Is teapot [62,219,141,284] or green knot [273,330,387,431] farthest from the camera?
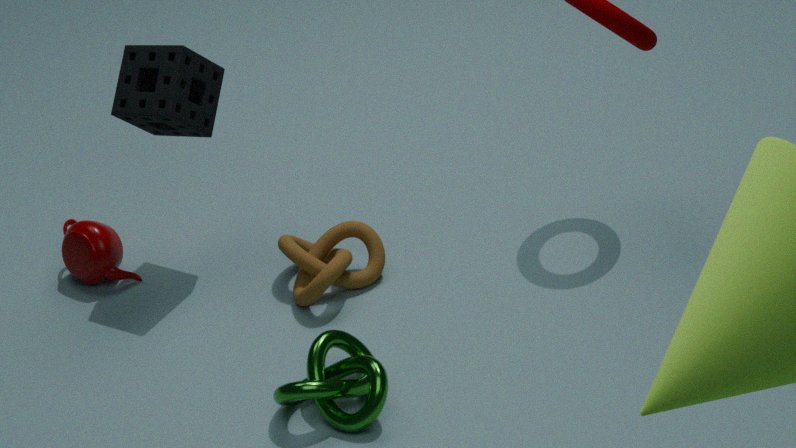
teapot [62,219,141,284]
